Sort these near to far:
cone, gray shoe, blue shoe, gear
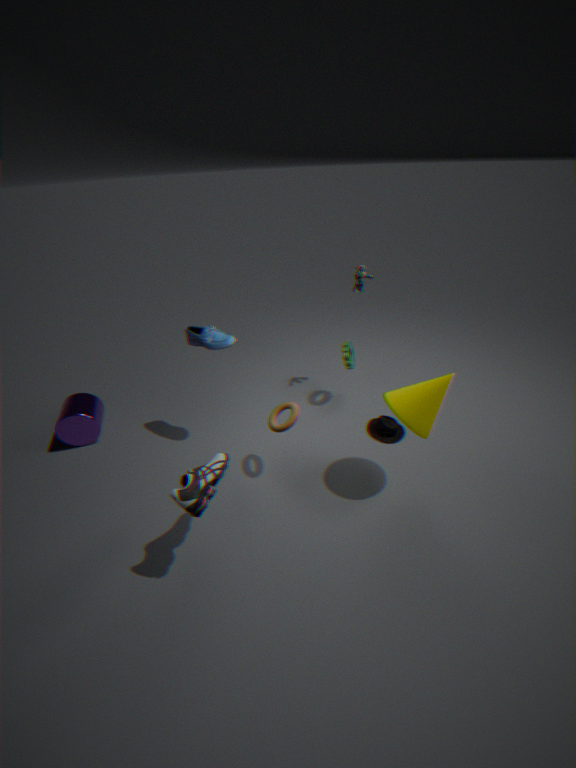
gray shoe < cone < blue shoe < gear
